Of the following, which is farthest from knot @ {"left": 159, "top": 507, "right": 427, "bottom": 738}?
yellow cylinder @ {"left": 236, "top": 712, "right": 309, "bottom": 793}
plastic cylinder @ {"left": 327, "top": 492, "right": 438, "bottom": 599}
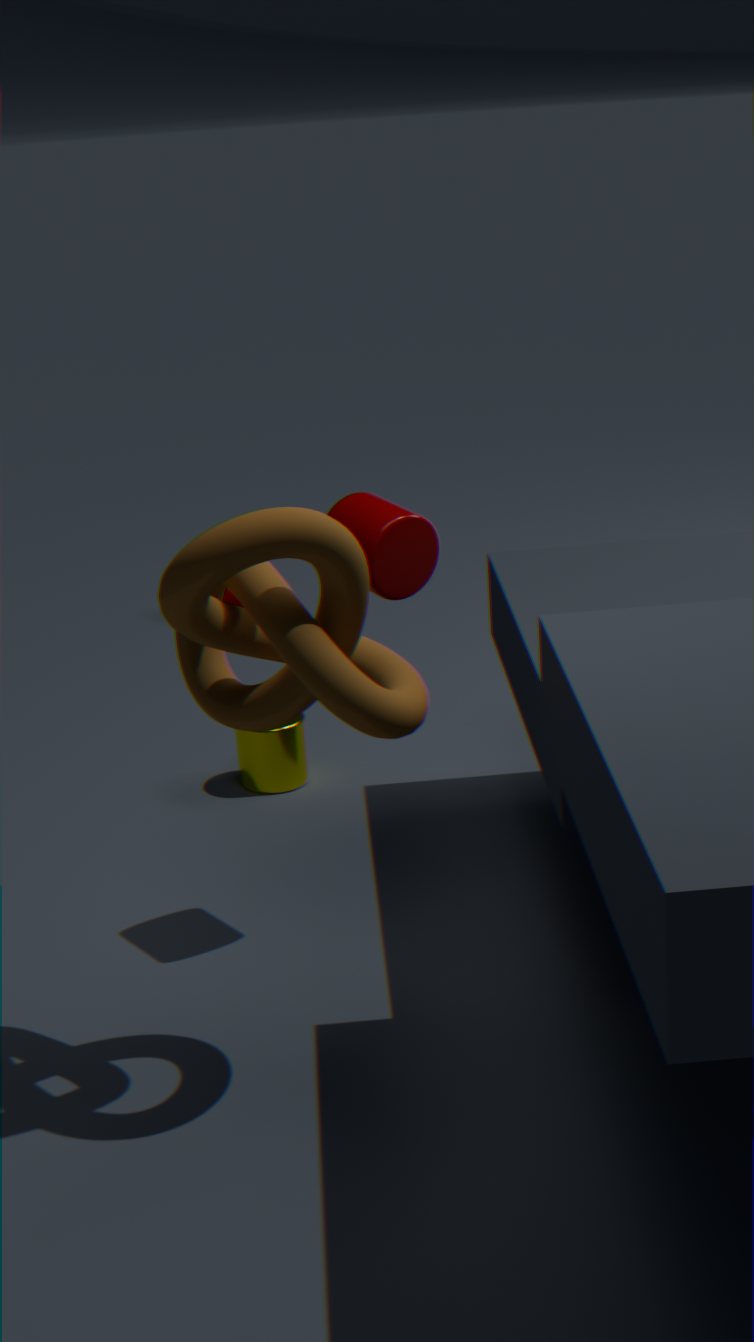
yellow cylinder @ {"left": 236, "top": 712, "right": 309, "bottom": 793}
